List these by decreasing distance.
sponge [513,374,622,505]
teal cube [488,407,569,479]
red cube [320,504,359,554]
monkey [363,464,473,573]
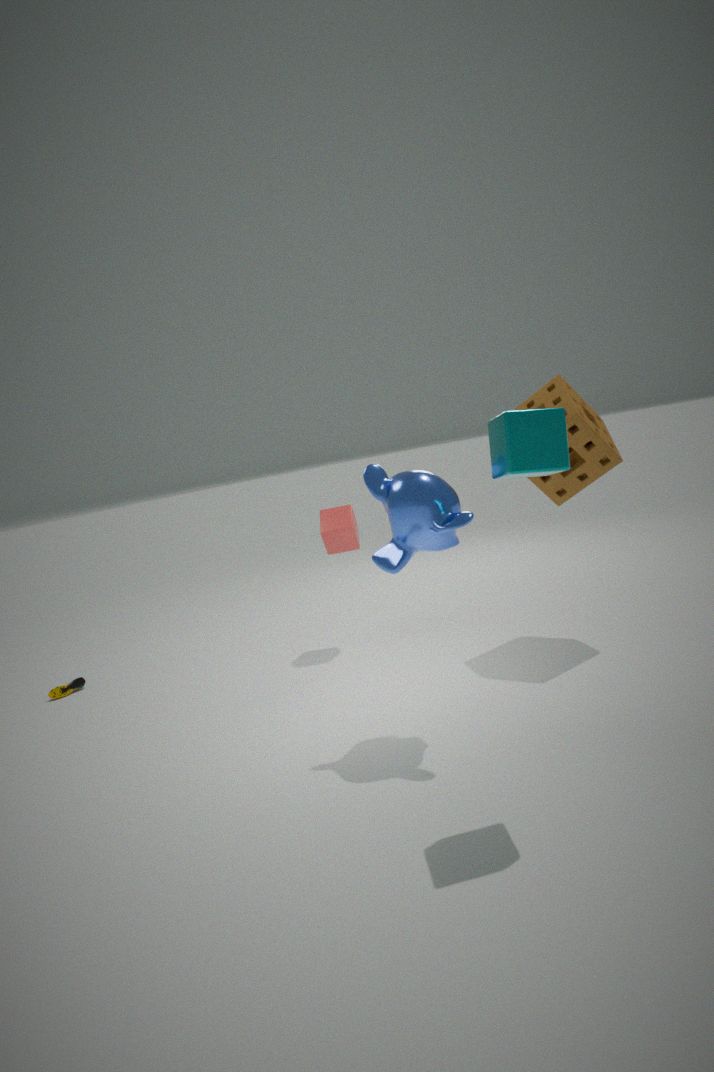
red cube [320,504,359,554], sponge [513,374,622,505], monkey [363,464,473,573], teal cube [488,407,569,479]
